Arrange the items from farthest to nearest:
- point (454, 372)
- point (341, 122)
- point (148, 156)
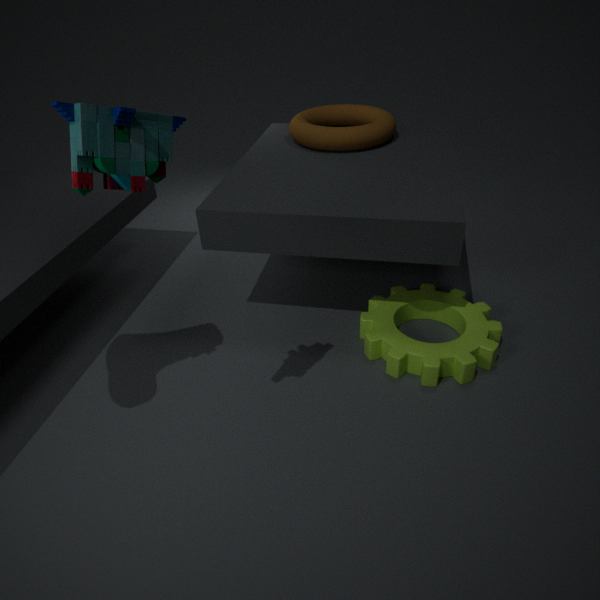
point (341, 122) < point (454, 372) < point (148, 156)
